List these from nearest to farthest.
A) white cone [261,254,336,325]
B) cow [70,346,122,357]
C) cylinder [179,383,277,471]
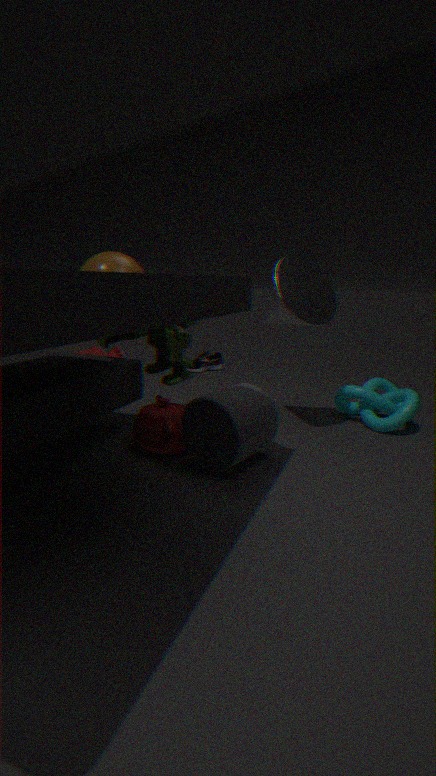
1. cylinder [179,383,277,471]
2. white cone [261,254,336,325]
3. cow [70,346,122,357]
